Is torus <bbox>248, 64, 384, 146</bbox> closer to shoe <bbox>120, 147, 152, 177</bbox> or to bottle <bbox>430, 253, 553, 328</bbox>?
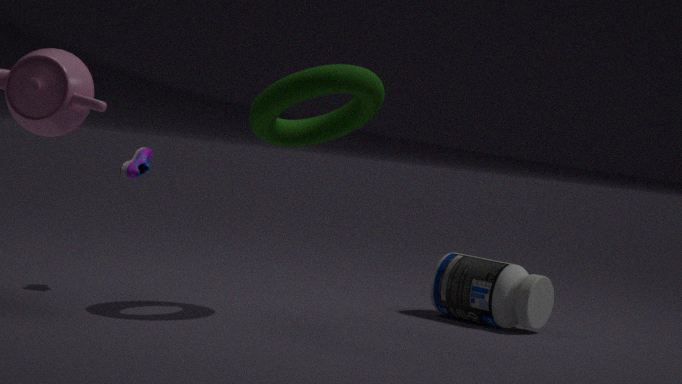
shoe <bbox>120, 147, 152, 177</bbox>
